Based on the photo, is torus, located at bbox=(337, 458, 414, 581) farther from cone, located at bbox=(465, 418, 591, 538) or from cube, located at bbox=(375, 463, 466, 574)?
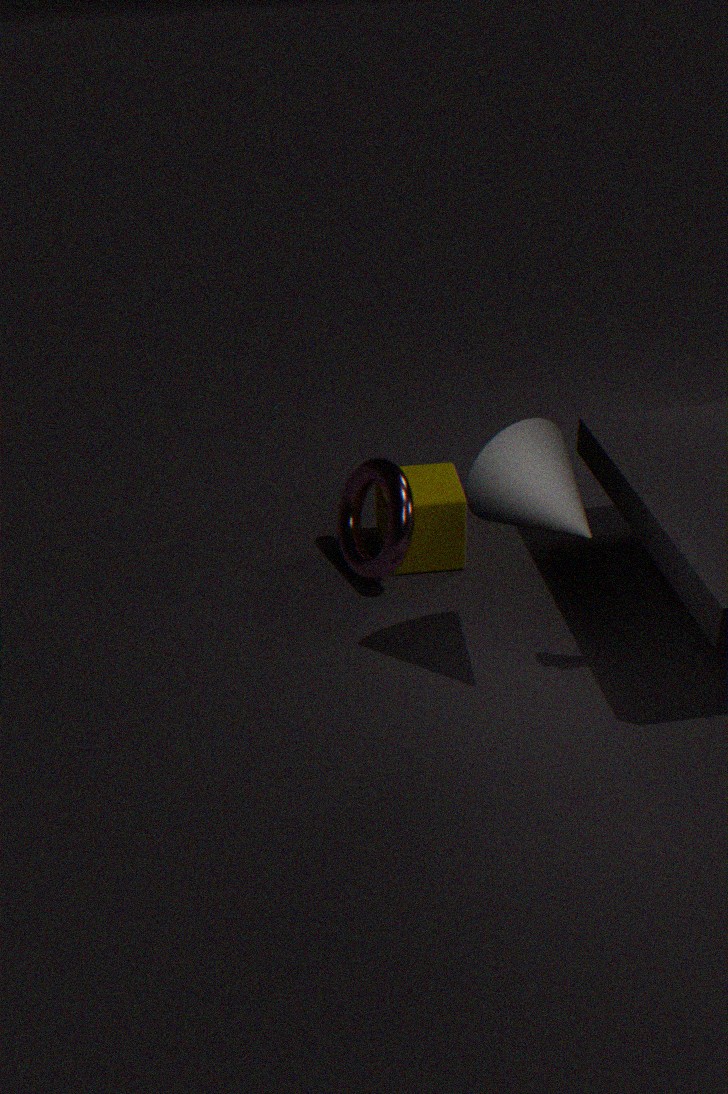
cone, located at bbox=(465, 418, 591, 538)
